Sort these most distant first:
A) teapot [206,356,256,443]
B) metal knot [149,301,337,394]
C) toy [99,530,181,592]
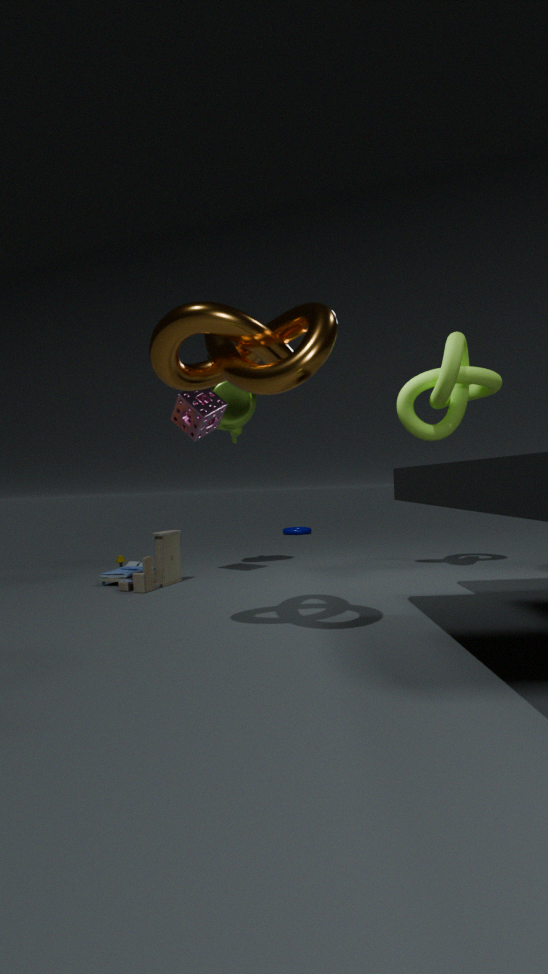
1. teapot [206,356,256,443]
2. toy [99,530,181,592]
3. metal knot [149,301,337,394]
